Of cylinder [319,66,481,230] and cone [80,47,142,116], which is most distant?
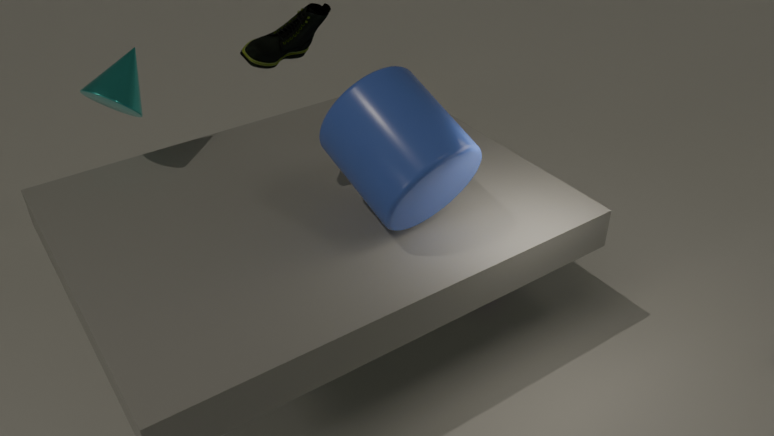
cone [80,47,142,116]
